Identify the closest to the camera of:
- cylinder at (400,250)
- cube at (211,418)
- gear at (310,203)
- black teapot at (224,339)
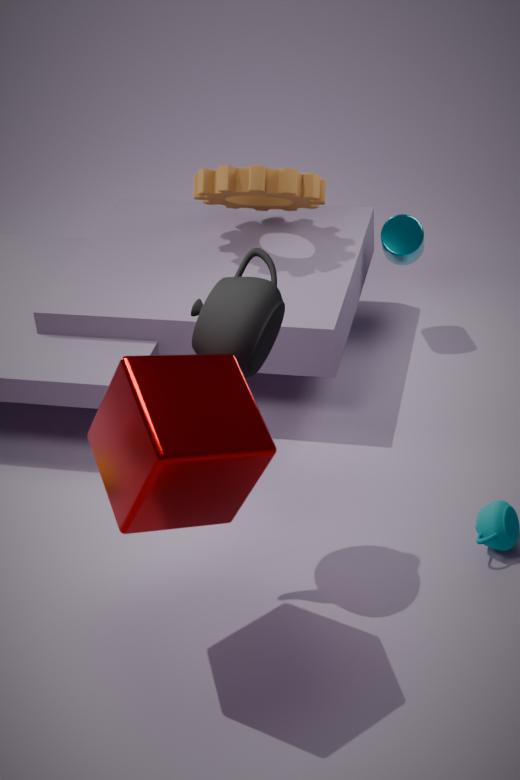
cube at (211,418)
